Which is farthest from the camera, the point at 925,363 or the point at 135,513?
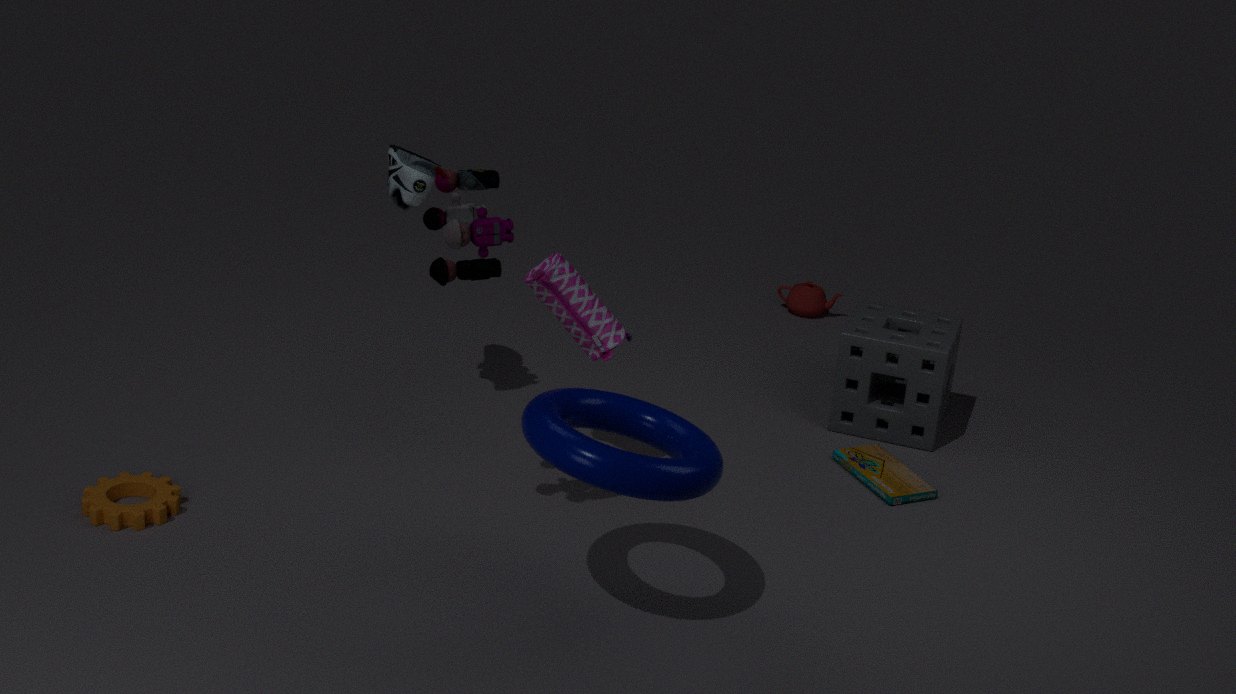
the point at 925,363
